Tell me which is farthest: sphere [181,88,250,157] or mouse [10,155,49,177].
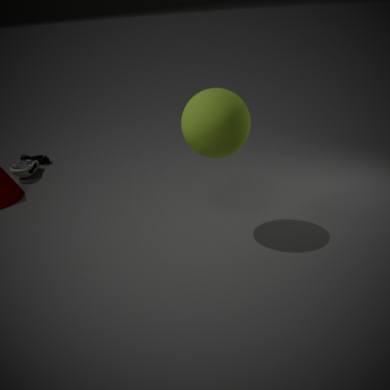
Answer: mouse [10,155,49,177]
